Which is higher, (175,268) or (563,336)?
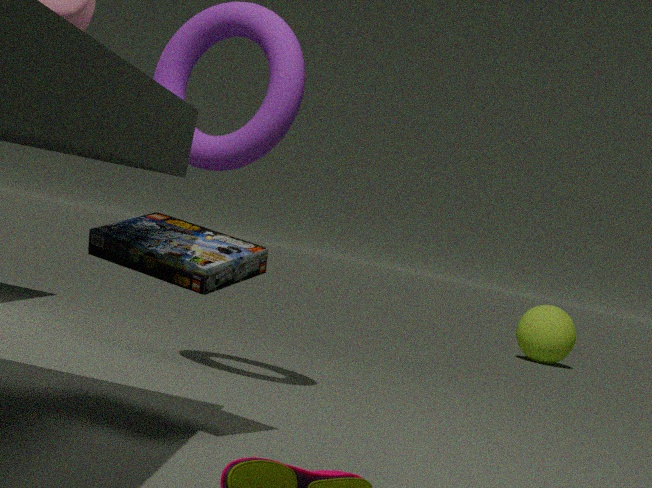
(175,268)
